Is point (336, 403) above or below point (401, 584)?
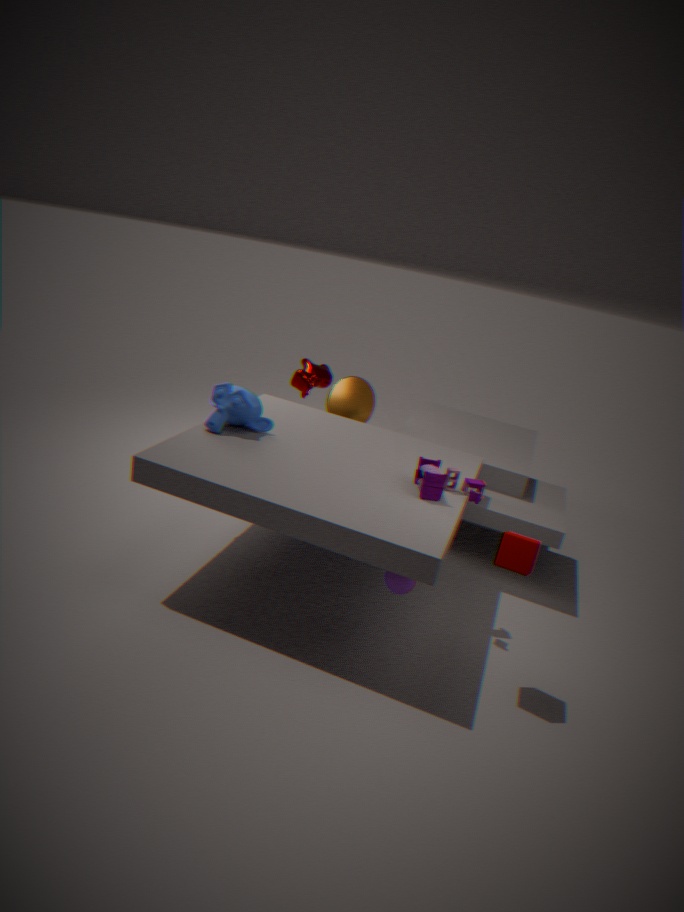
above
